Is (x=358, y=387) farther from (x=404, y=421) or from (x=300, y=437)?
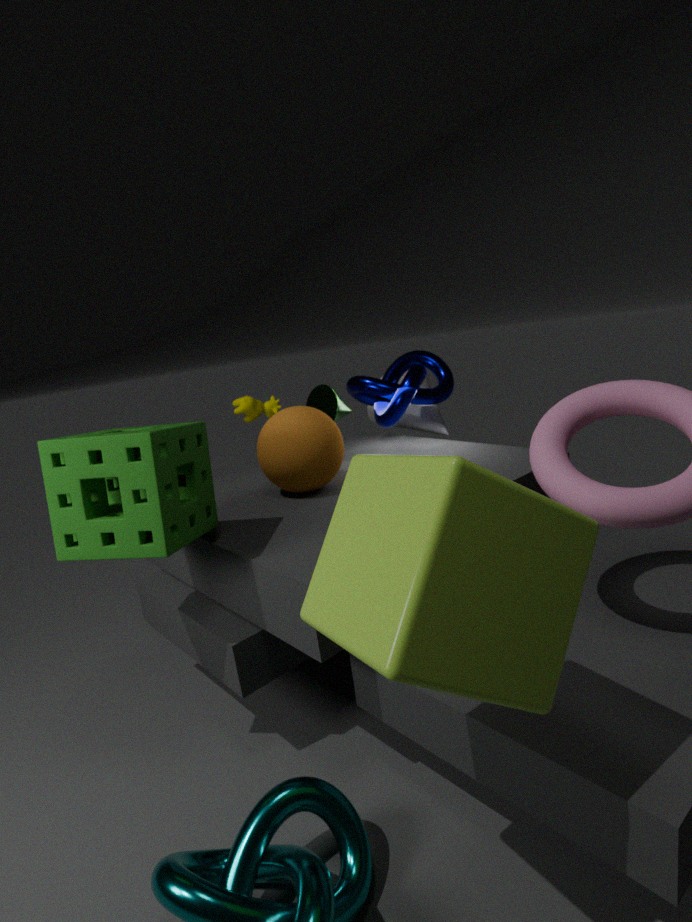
(x=300, y=437)
